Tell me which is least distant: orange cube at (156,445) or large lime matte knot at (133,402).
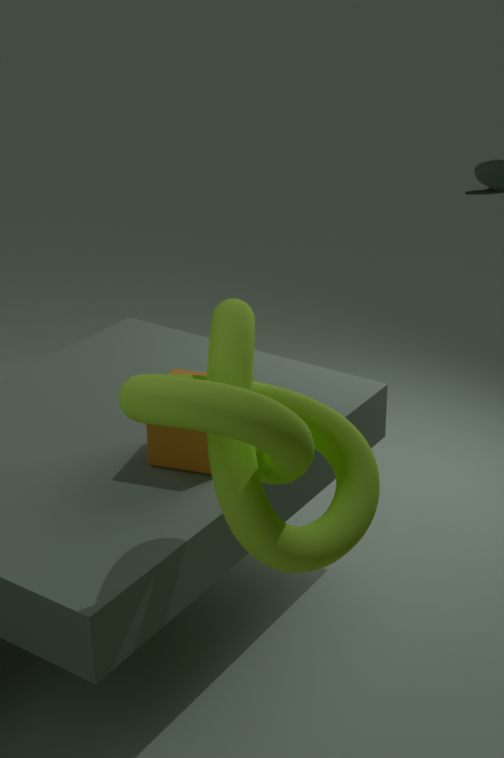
large lime matte knot at (133,402)
